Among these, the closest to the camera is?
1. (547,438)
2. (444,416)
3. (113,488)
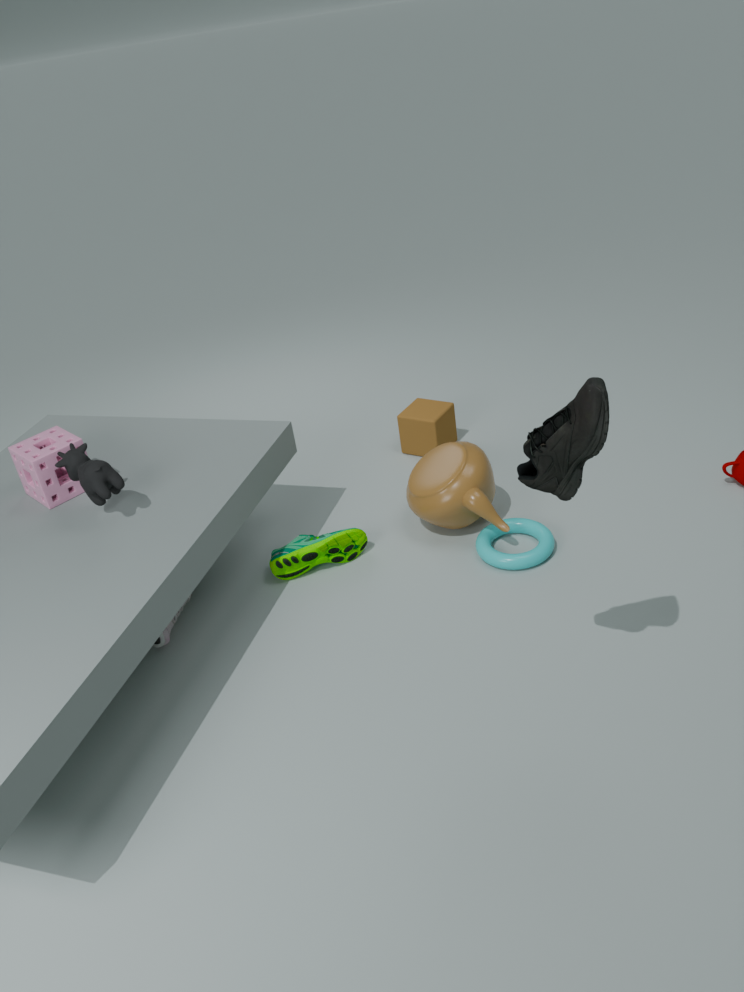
(547,438)
